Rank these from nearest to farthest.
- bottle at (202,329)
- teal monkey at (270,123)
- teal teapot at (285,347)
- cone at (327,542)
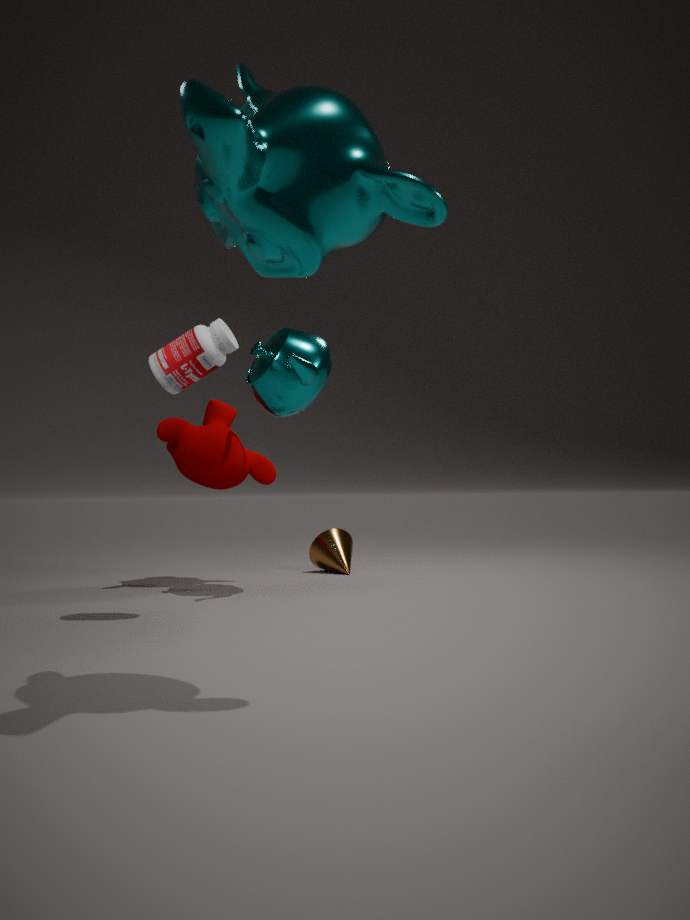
teal monkey at (270,123)
bottle at (202,329)
teal teapot at (285,347)
cone at (327,542)
